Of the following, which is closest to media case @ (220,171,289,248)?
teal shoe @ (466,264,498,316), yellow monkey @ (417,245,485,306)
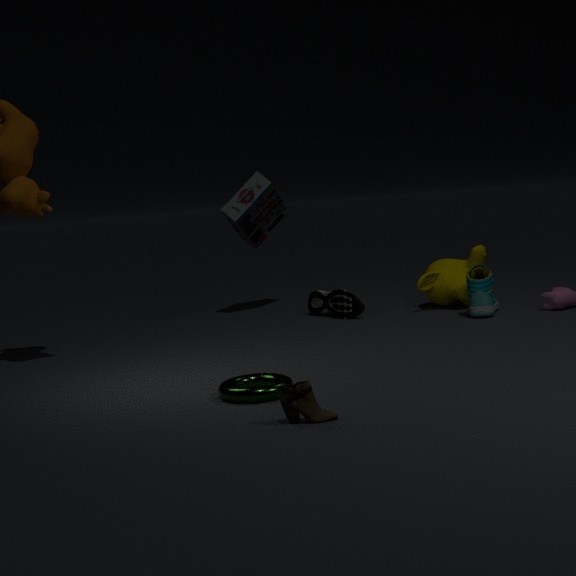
yellow monkey @ (417,245,485,306)
